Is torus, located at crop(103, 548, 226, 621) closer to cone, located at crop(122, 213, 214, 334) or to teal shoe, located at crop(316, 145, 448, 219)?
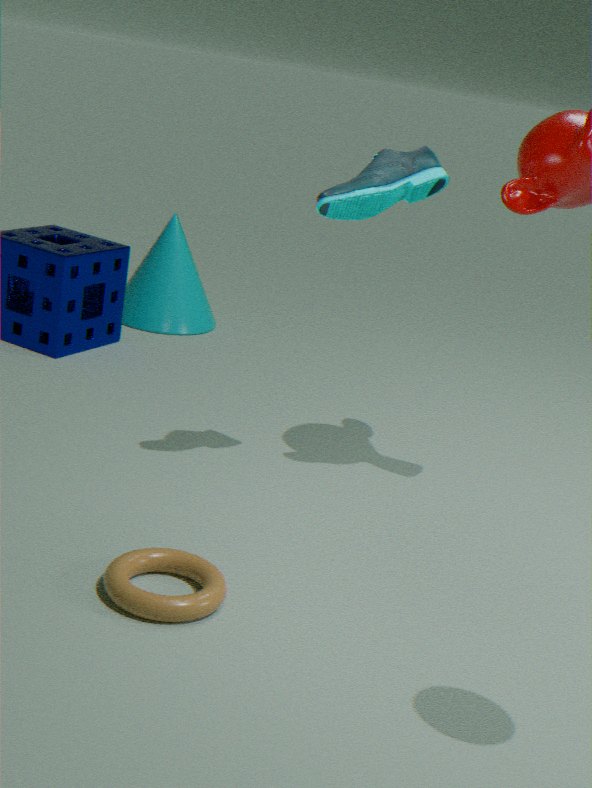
teal shoe, located at crop(316, 145, 448, 219)
